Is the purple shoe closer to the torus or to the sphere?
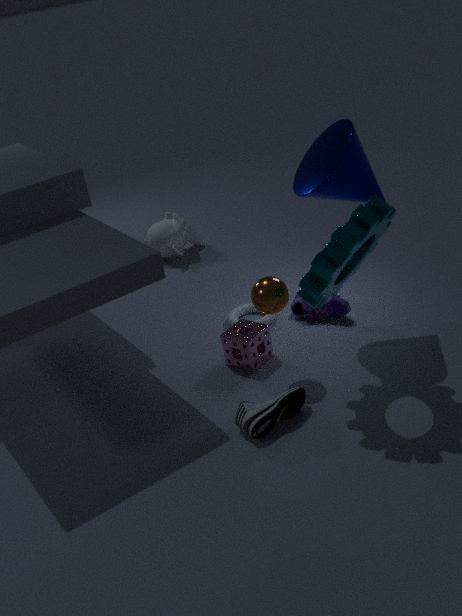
the torus
